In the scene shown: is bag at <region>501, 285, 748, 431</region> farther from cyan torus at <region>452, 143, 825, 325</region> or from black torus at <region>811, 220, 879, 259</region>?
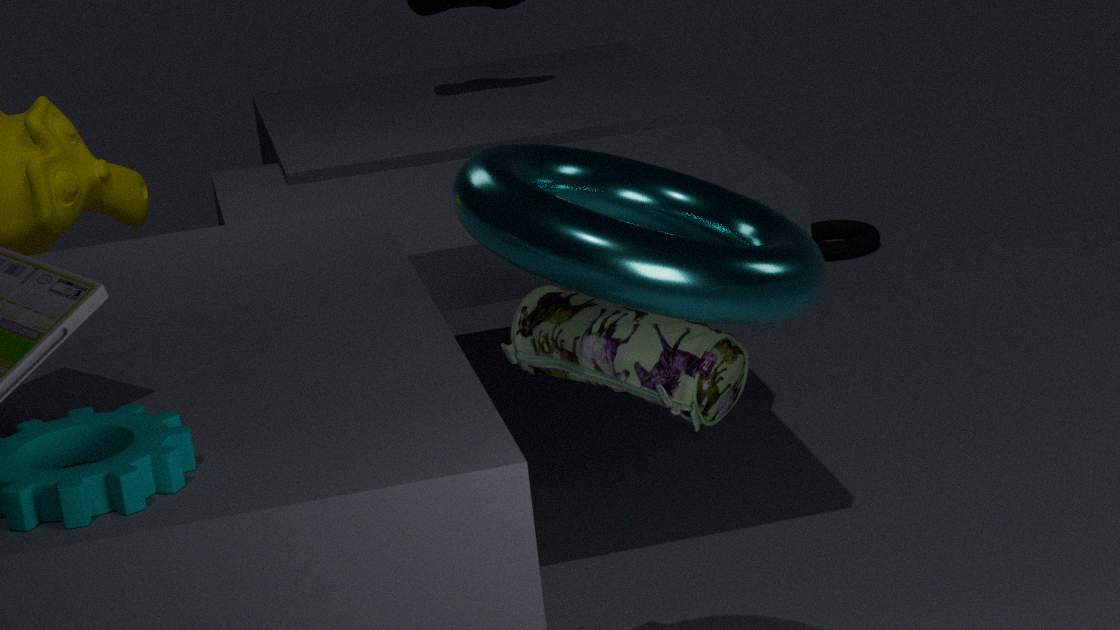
black torus at <region>811, 220, 879, 259</region>
